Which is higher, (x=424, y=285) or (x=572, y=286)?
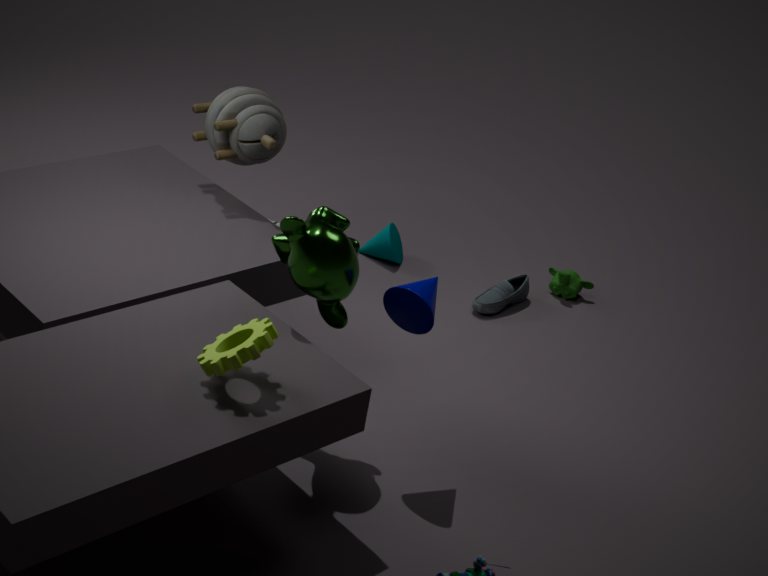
(x=424, y=285)
